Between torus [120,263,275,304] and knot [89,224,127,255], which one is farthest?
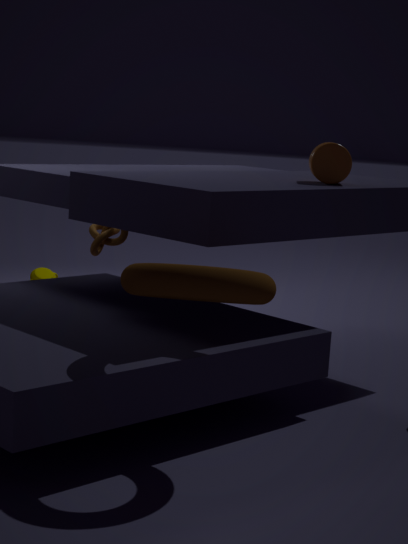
knot [89,224,127,255]
